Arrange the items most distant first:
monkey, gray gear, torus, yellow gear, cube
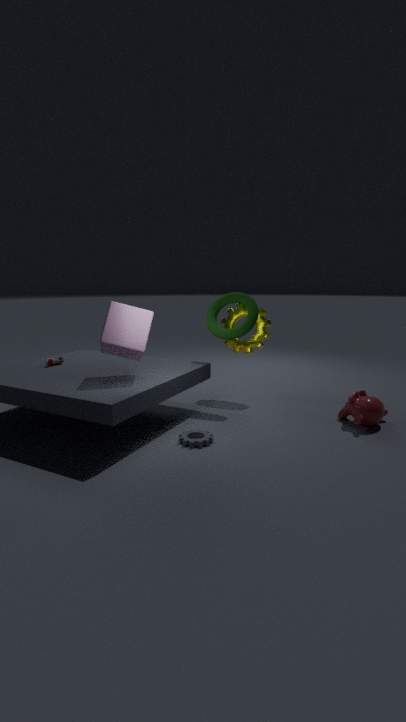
yellow gear → torus → monkey → cube → gray gear
